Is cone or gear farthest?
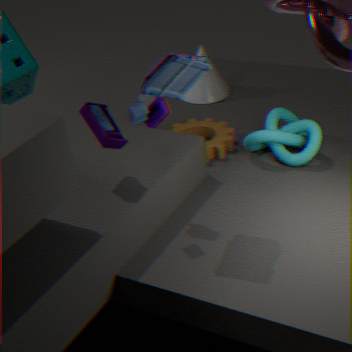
cone
